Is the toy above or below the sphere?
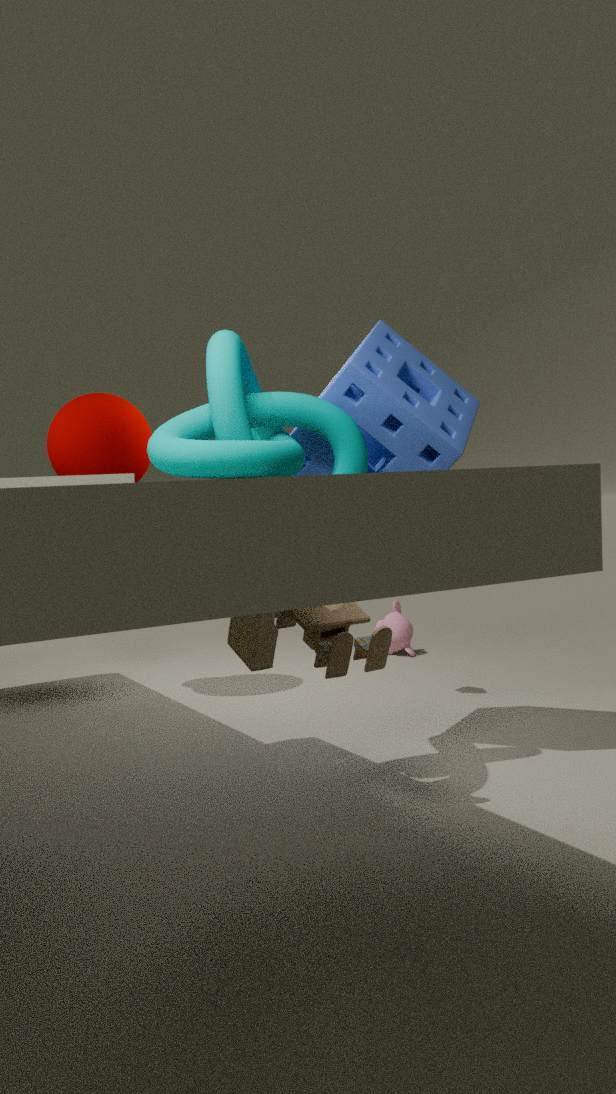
below
